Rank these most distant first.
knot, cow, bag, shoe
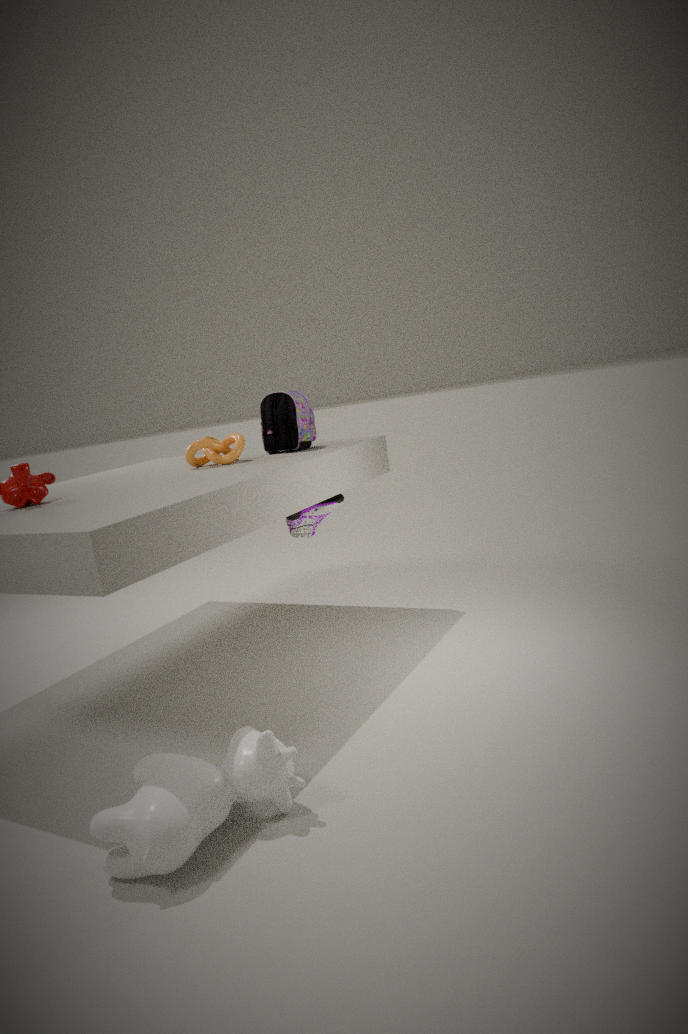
shoe → bag → knot → cow
